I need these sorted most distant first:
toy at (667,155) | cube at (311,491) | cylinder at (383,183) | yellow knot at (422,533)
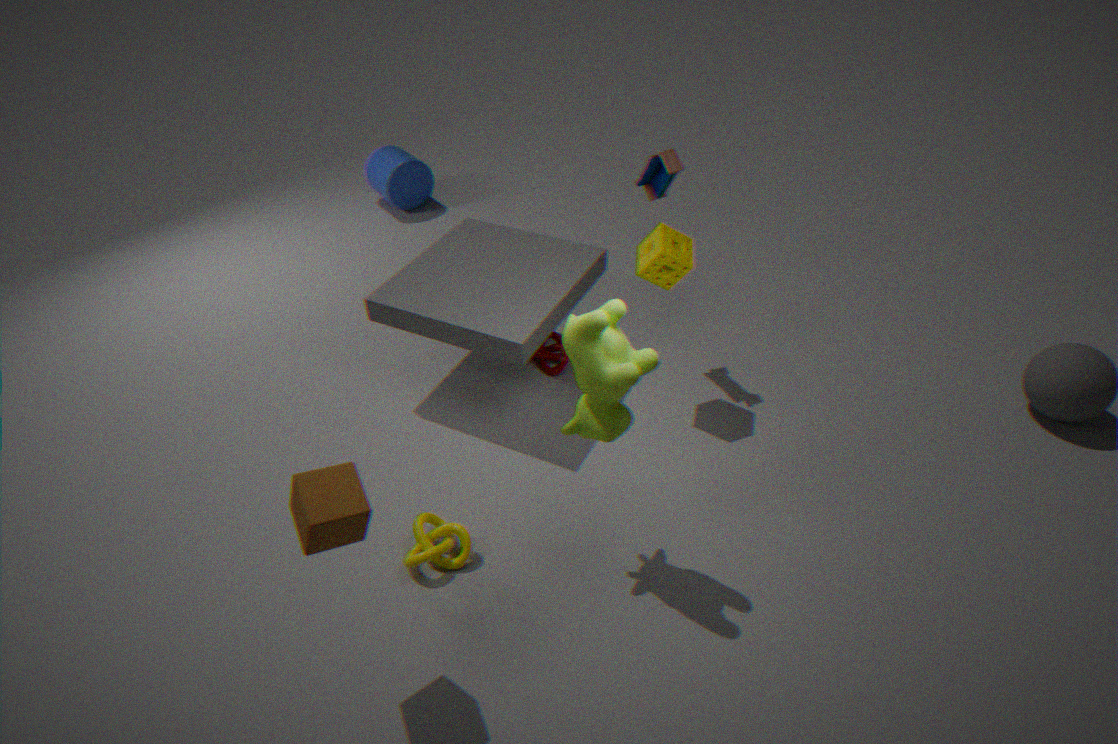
cylinder at (383,183) → toy at (667,155) → yellow knot at (422,533) → cube at (311,491)
